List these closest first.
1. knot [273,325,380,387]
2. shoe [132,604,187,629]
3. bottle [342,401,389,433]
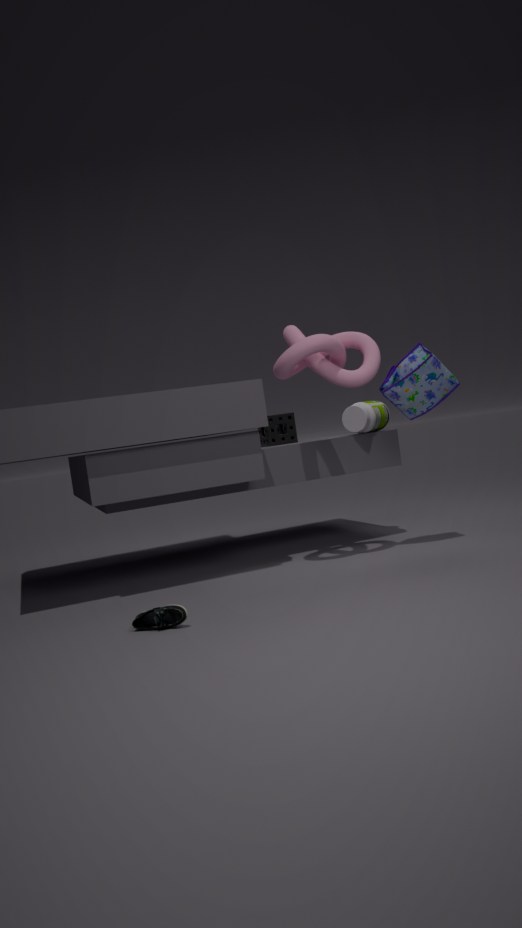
shoe [132,604,187,629] < knot [273,325,380,387] < bottle [342,401,389,433]
